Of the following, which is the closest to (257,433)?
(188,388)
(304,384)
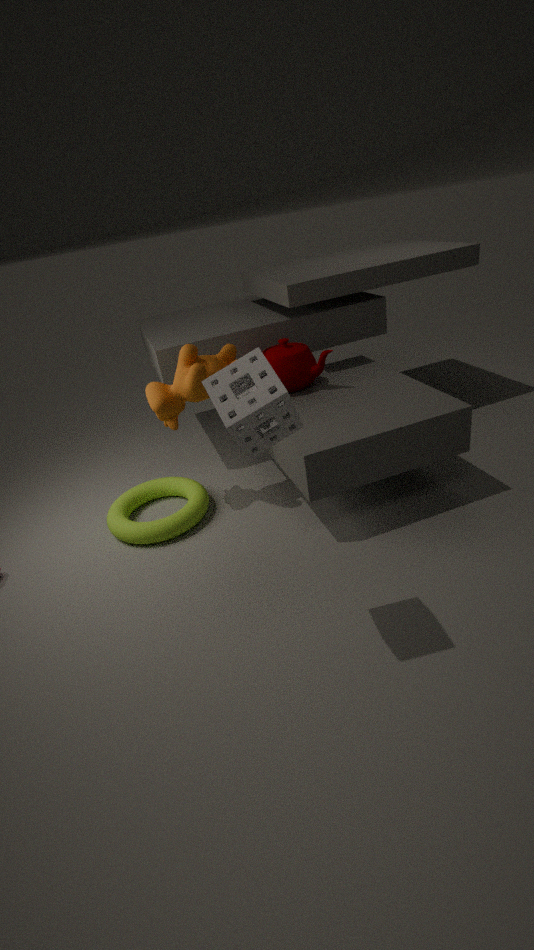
(188,388)
